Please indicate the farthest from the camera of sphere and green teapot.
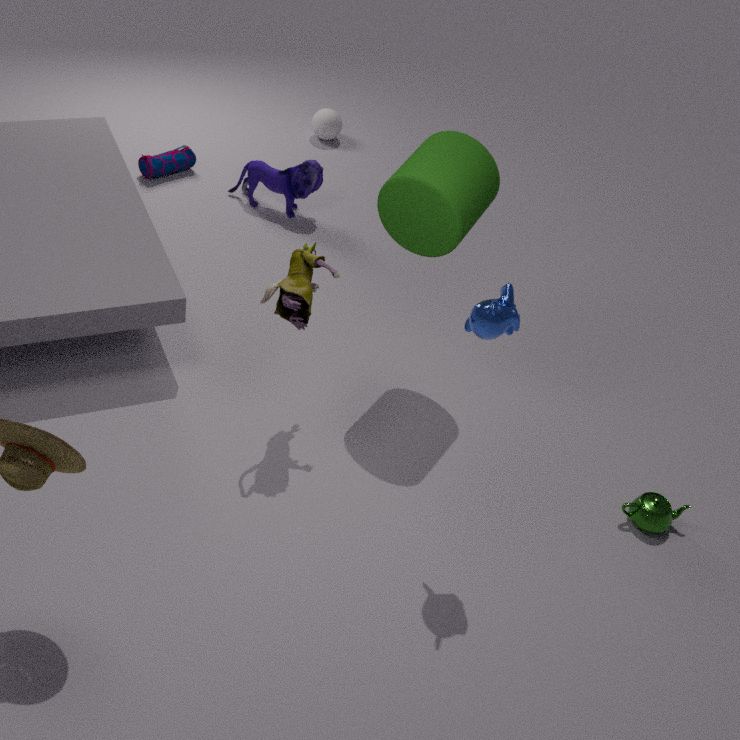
sphere
